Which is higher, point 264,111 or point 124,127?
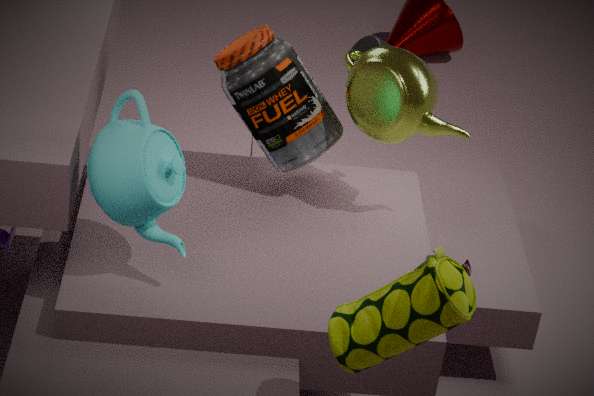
point 124,127
